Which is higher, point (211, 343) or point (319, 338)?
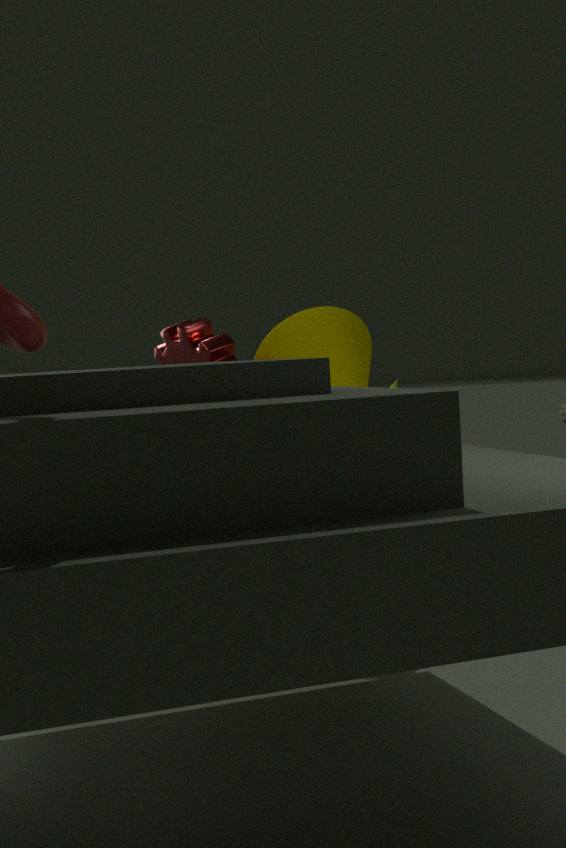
point (319, 338)
